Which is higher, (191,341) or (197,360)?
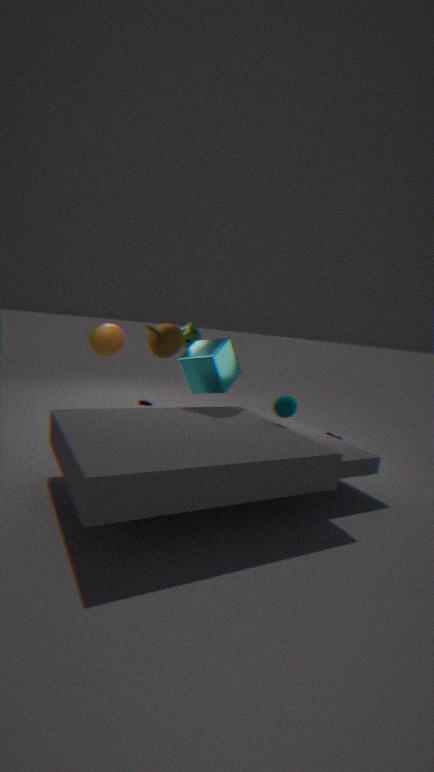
(191,341)
